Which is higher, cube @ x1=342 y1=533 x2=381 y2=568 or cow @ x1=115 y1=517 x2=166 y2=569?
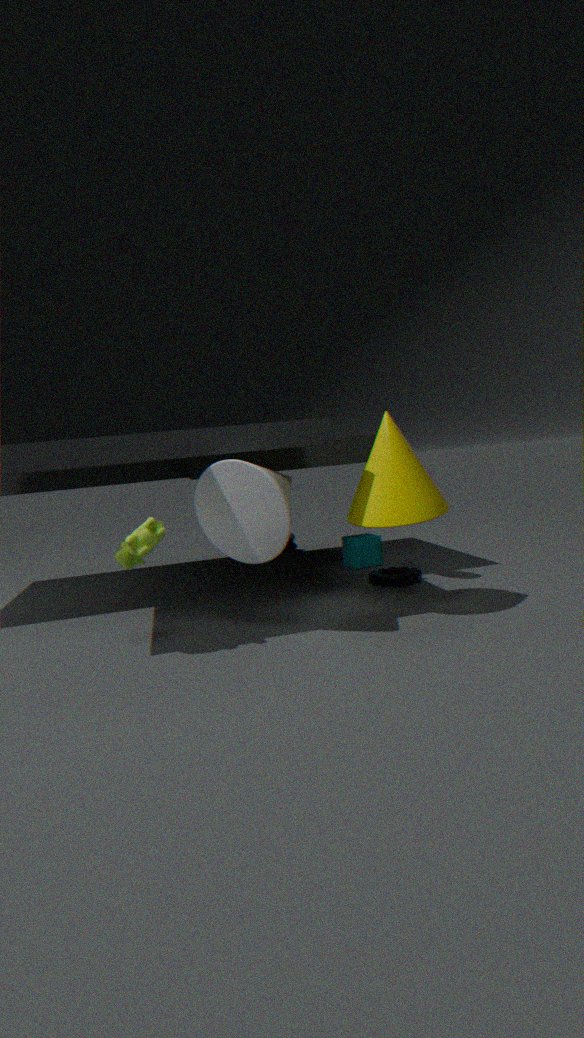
cow @ x1=115 y1=517 x2=166 y2=569
